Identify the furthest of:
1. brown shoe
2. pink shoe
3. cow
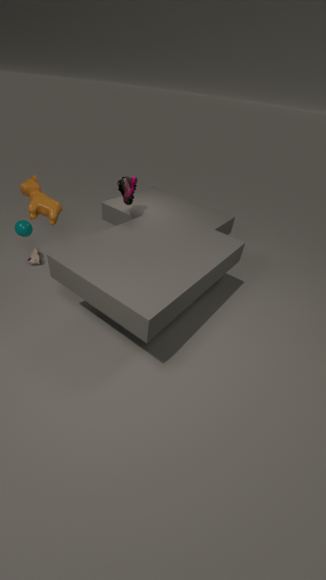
brown shoe
